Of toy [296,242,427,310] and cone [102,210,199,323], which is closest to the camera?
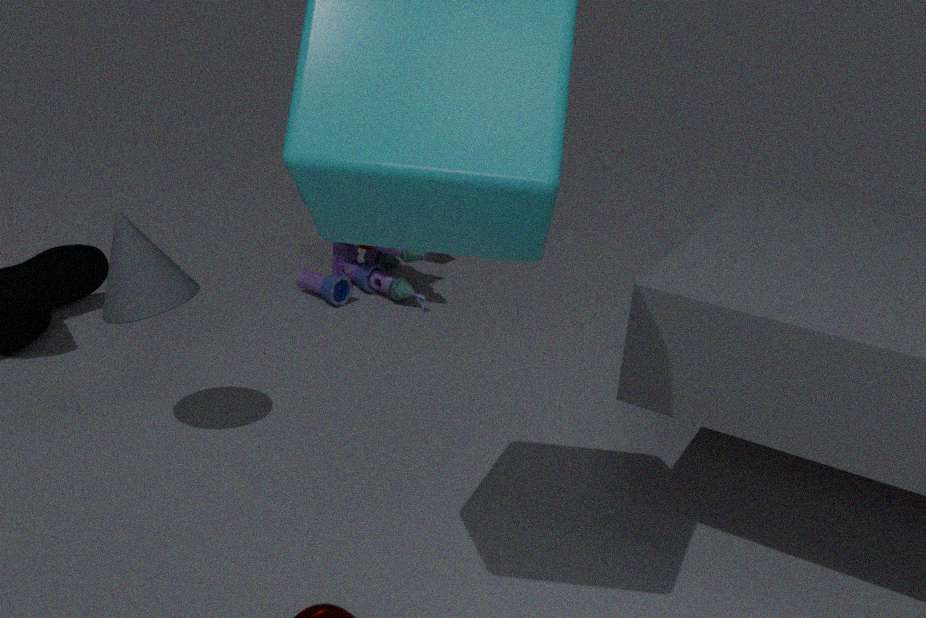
cone [102,210,199,323]
